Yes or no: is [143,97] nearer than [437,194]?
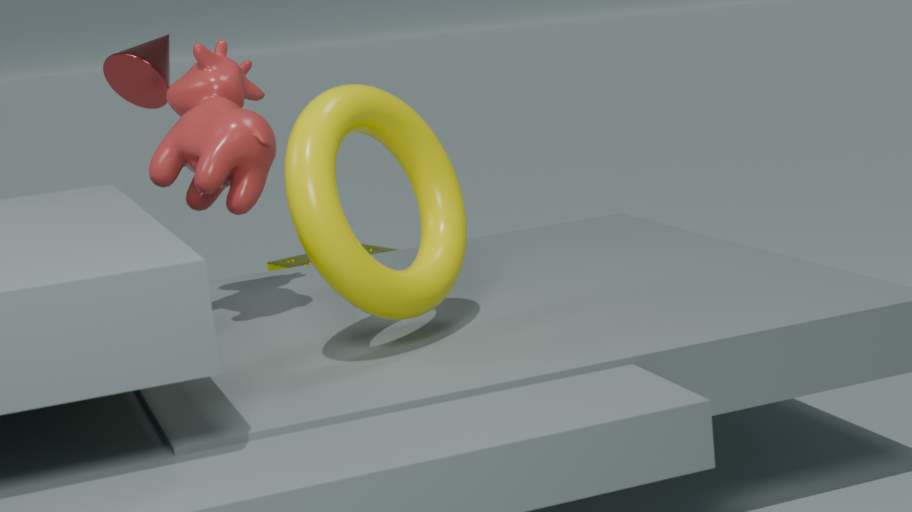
No
